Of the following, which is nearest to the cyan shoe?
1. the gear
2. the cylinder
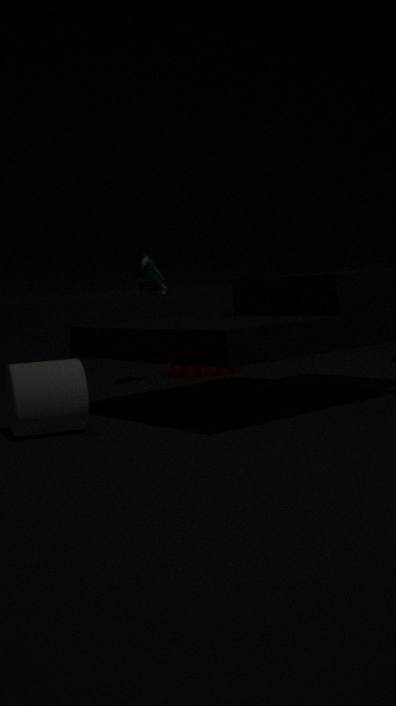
the gear
